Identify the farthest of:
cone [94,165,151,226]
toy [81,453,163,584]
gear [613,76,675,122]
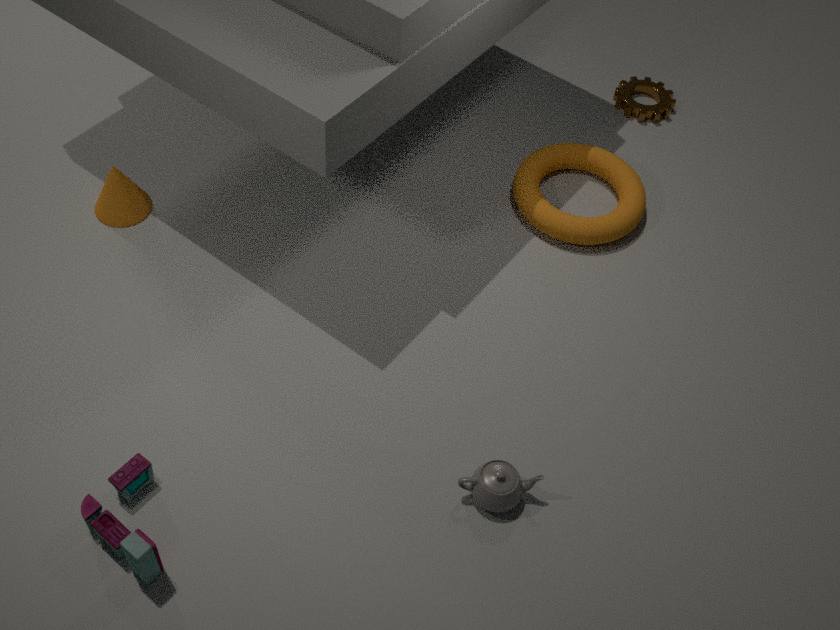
gear [613,76,675,122]
